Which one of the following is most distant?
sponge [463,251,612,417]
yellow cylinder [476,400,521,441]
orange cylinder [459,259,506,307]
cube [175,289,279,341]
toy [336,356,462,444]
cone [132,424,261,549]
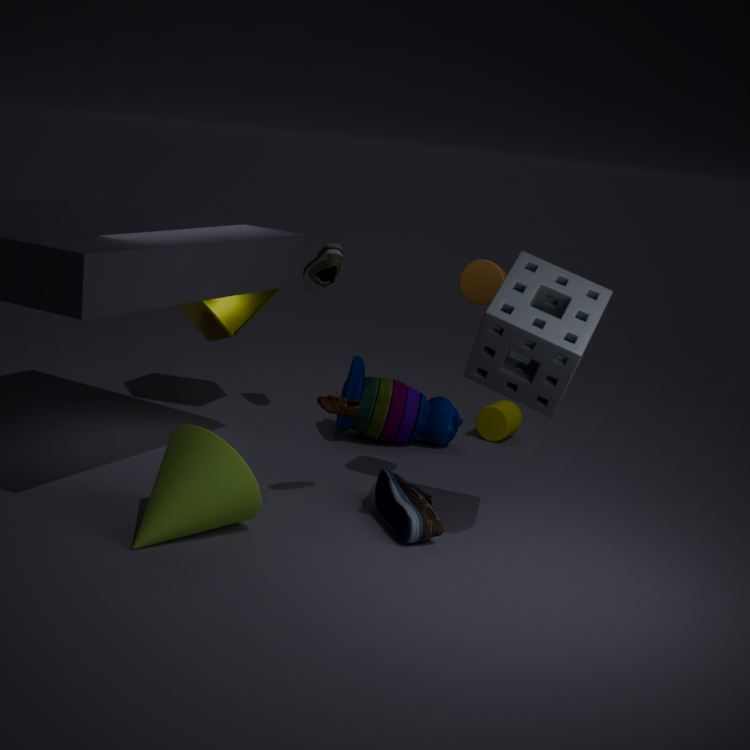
yellow cylinder [476,400,521,441]
